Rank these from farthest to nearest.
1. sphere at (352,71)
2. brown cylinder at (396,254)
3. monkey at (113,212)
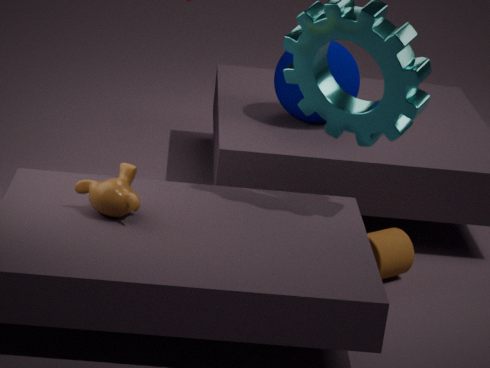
1. sphere at (352,71)
2. brown cylinder at (396,254)
3. monkey at (113,212)
